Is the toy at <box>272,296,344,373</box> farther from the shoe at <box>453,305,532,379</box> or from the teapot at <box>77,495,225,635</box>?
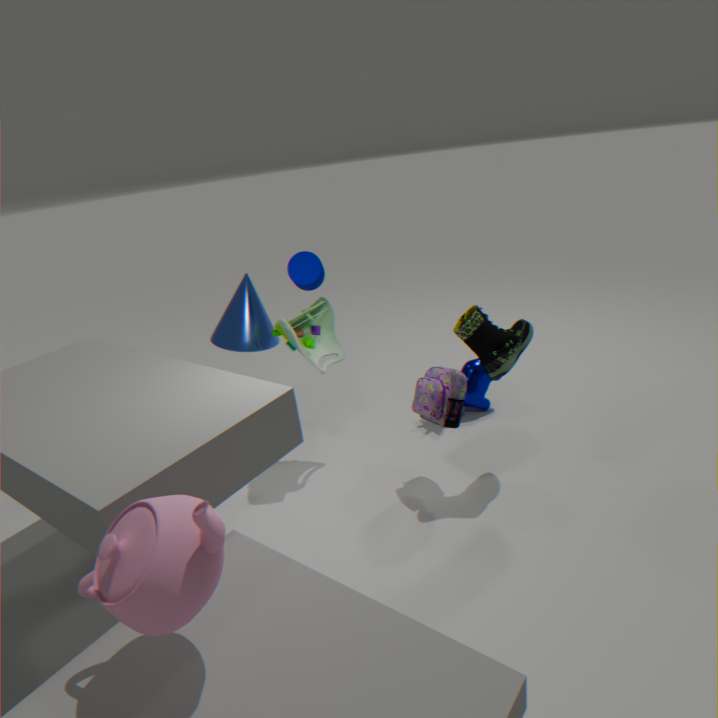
the teapot at <box>77,495,225,635</box>
